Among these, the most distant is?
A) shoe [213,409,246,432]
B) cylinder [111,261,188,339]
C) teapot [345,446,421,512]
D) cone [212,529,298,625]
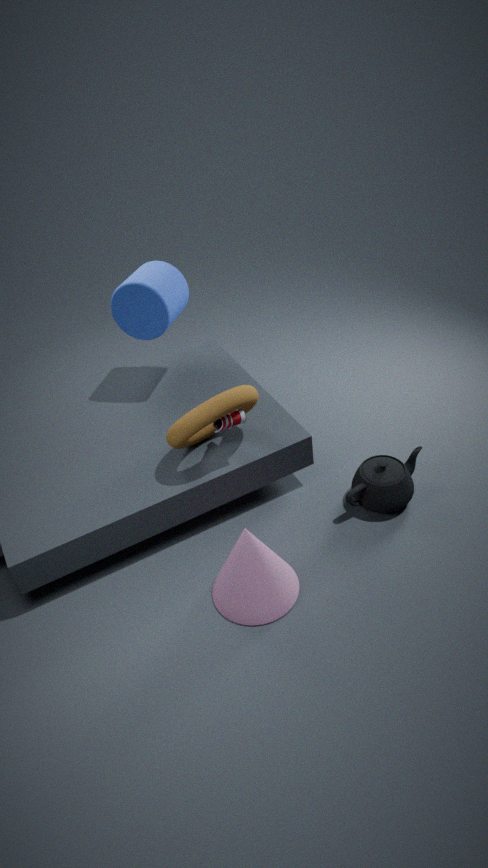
cylinder [111,261,188,339]
